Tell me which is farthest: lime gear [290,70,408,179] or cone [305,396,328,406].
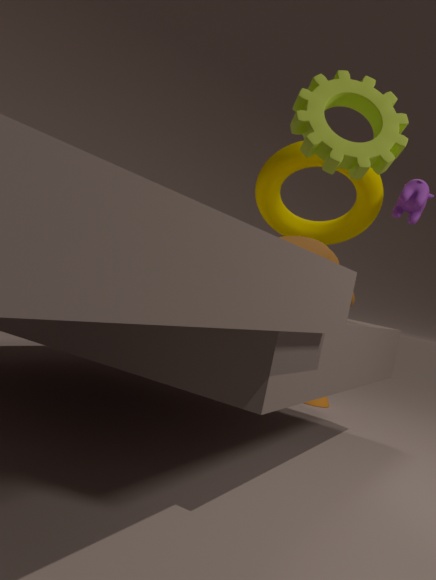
cone [305,396,328,406]
